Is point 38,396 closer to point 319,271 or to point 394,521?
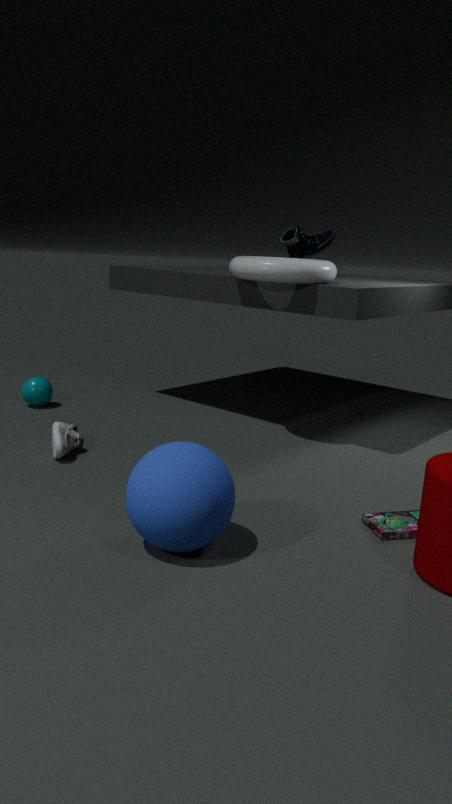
point 319,271
